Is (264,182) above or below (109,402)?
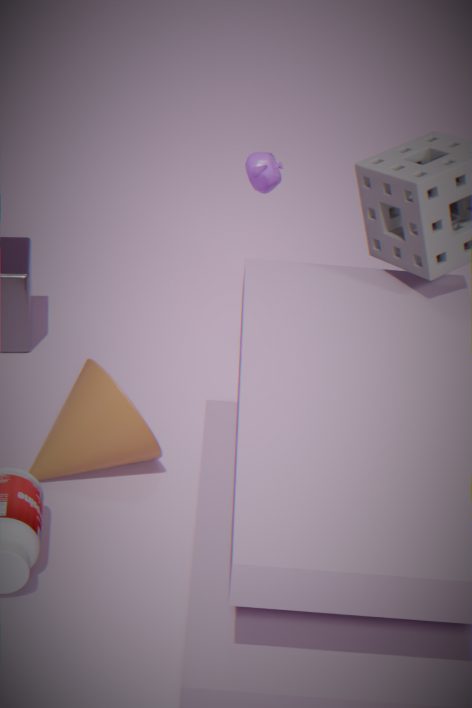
above
